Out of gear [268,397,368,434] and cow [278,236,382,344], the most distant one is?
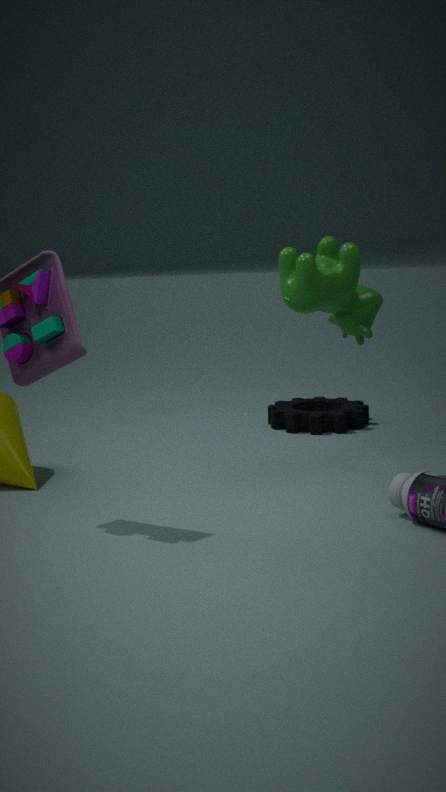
gear [268,397,368,434]
